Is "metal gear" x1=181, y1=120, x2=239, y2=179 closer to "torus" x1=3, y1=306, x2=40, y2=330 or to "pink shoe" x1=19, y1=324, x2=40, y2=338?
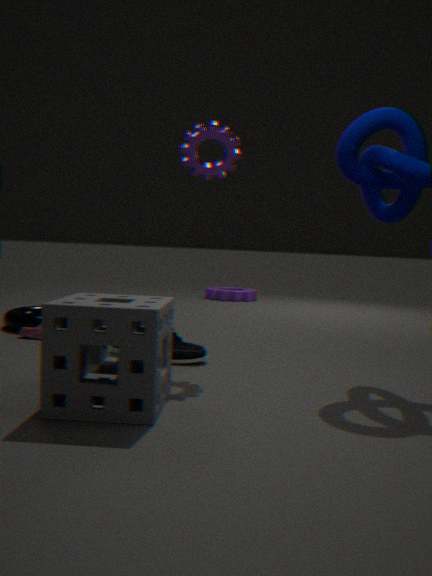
"pink shoe" x1=19, y1=324, x2=40, y2=338
